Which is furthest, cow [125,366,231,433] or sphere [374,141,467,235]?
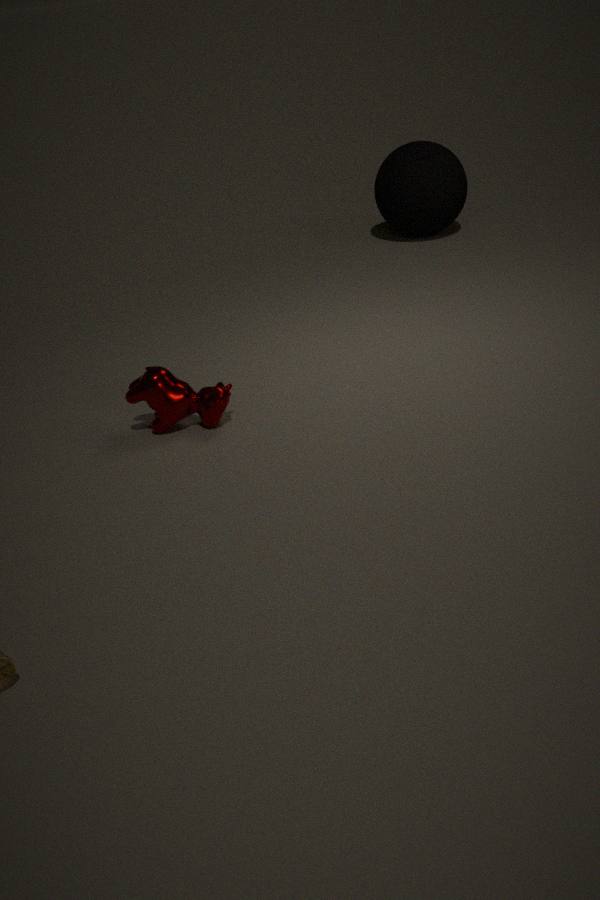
sphere [374,141,467,235]
